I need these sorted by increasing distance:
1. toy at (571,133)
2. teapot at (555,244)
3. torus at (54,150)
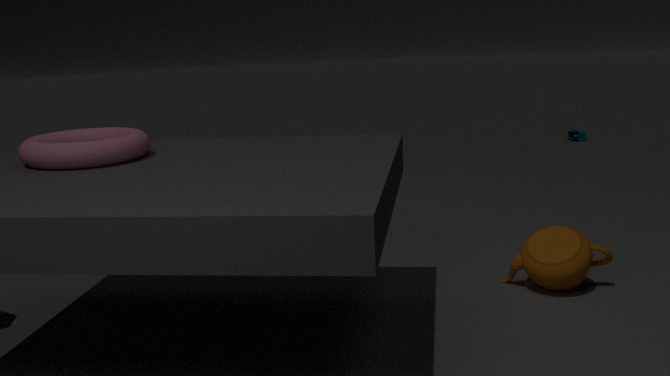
torus at (54,150) → teapot at (555,244) → toy at (571,133)
